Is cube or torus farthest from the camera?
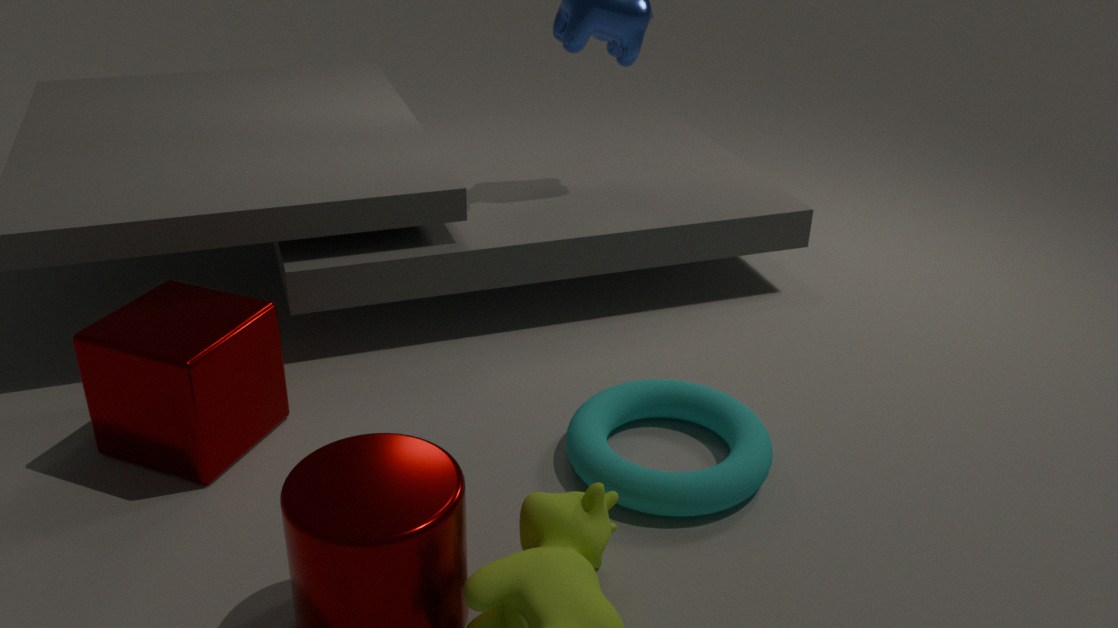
cube
